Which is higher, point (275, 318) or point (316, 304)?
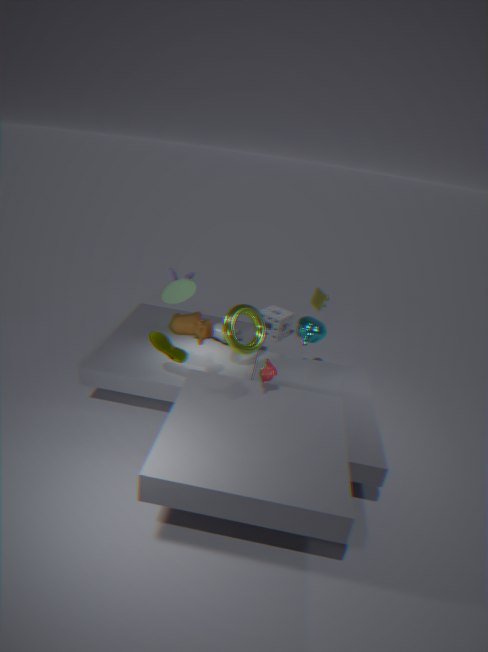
point (316, 304)
